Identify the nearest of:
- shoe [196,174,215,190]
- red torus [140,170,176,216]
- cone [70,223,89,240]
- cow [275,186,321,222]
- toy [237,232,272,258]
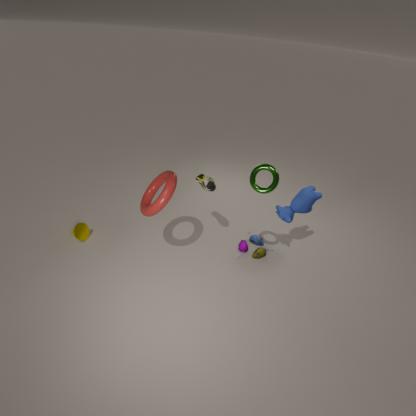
red torus [140,170,176,216]
